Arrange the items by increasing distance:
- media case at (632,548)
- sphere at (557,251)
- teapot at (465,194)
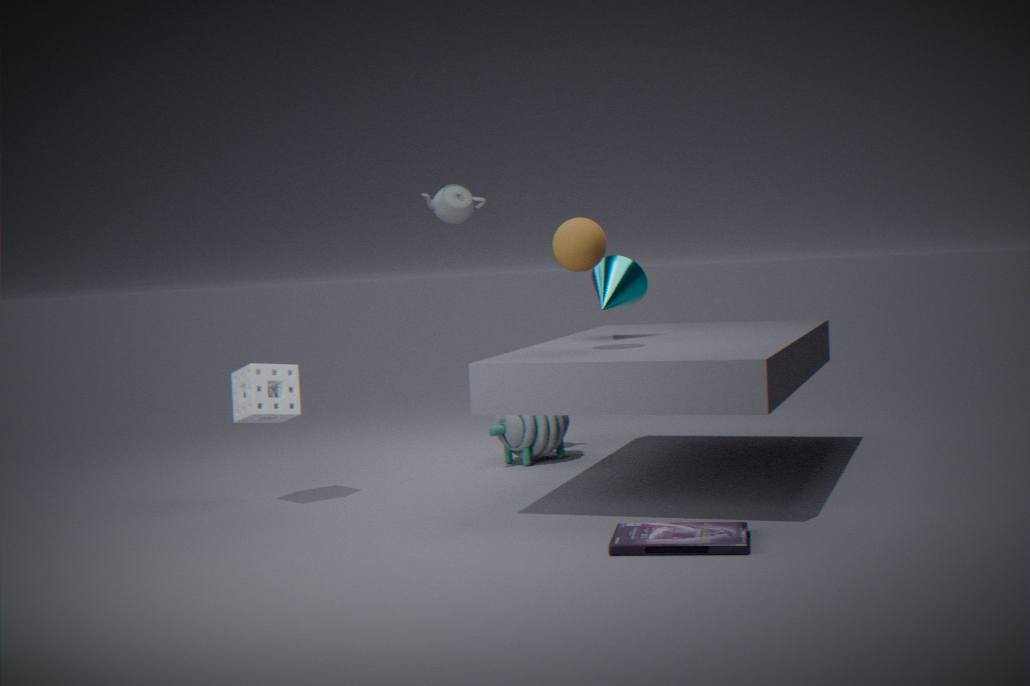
media case at (632,548) → sphere at (557,251) → teapot at (465,194)
